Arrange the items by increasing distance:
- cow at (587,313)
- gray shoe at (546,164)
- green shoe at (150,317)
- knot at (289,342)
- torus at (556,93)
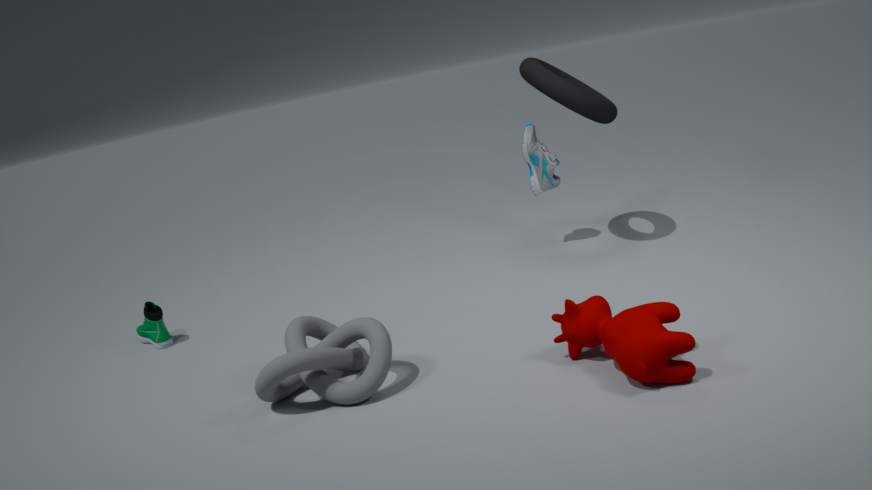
cow at (587,313) < knot at (289,342) < torus at (556,93) < green shoe at (150,317) < gray shoe at (546,164)
